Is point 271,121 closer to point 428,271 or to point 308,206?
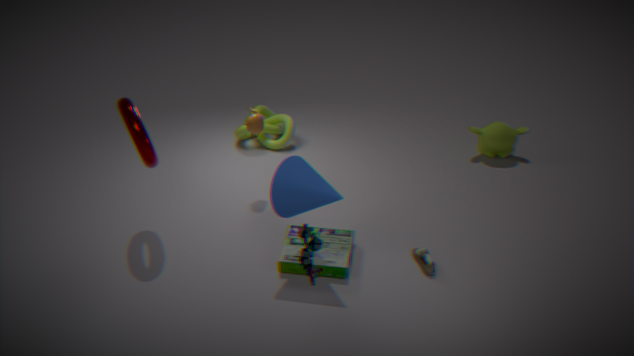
point 308,206
